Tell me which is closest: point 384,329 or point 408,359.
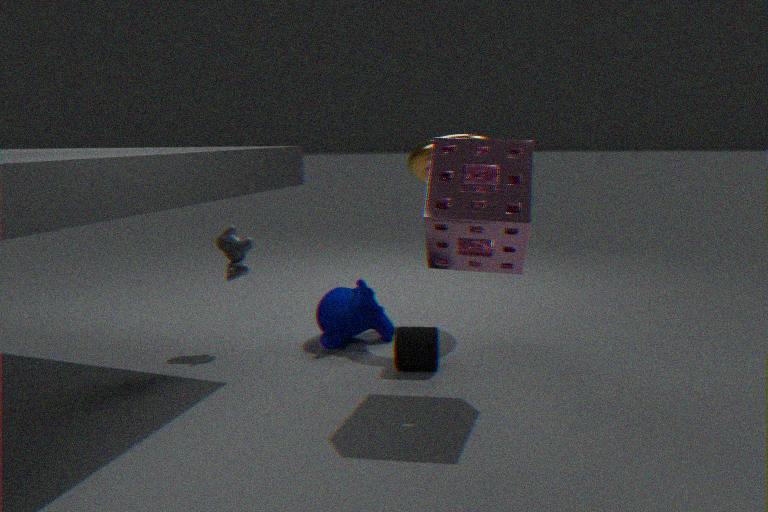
point 408,359
